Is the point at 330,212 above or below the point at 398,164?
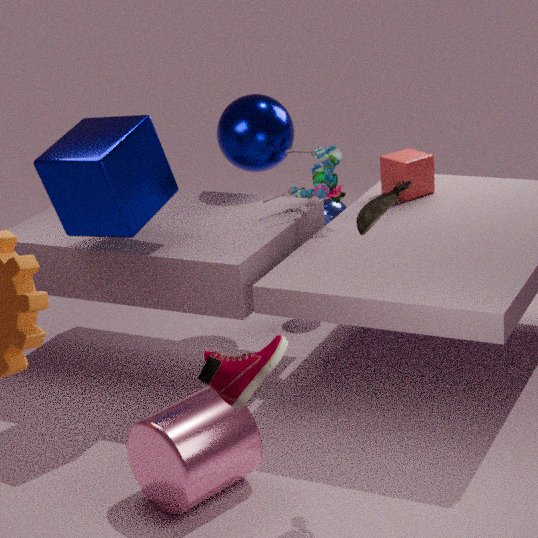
below
